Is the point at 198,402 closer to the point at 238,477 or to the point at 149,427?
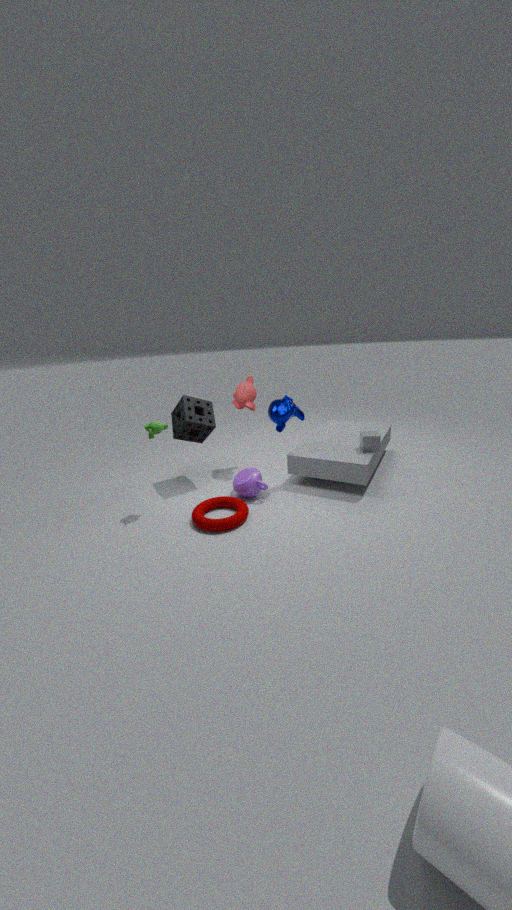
the point at 149,427
